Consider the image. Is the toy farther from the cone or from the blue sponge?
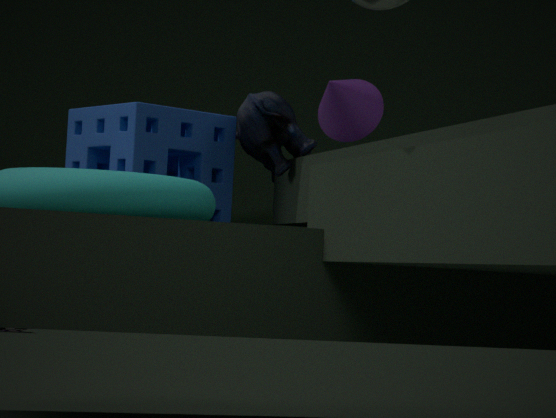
the cone
